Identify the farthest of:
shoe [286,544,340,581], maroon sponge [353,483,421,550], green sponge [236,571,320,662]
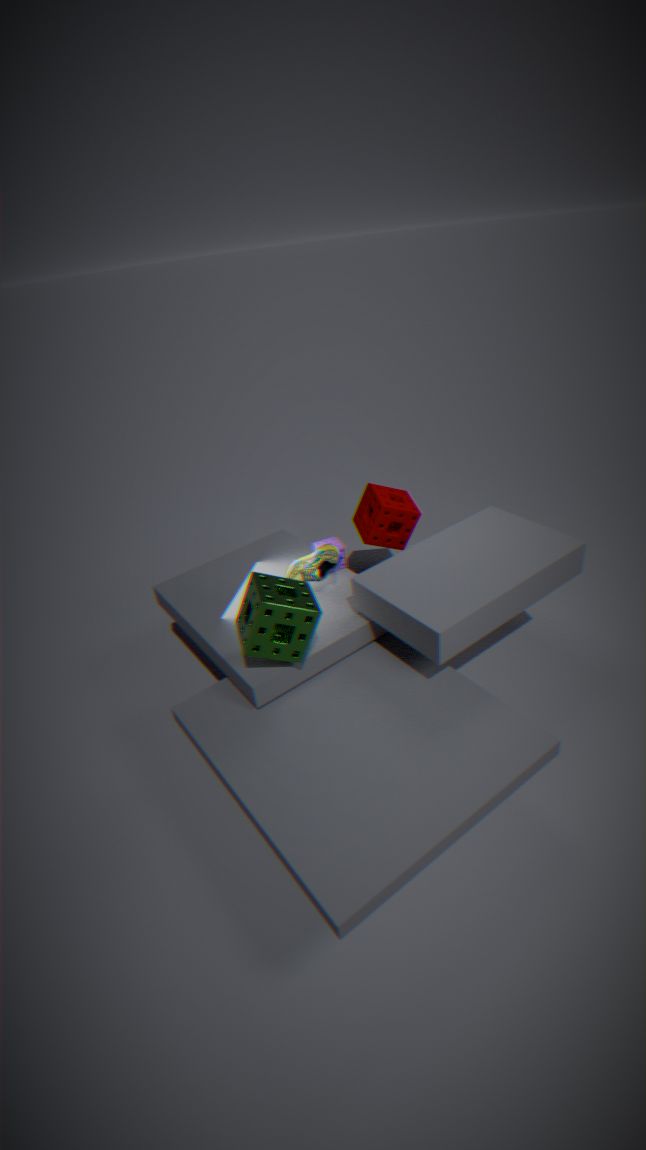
maroon sponge [353,483,421,550]
